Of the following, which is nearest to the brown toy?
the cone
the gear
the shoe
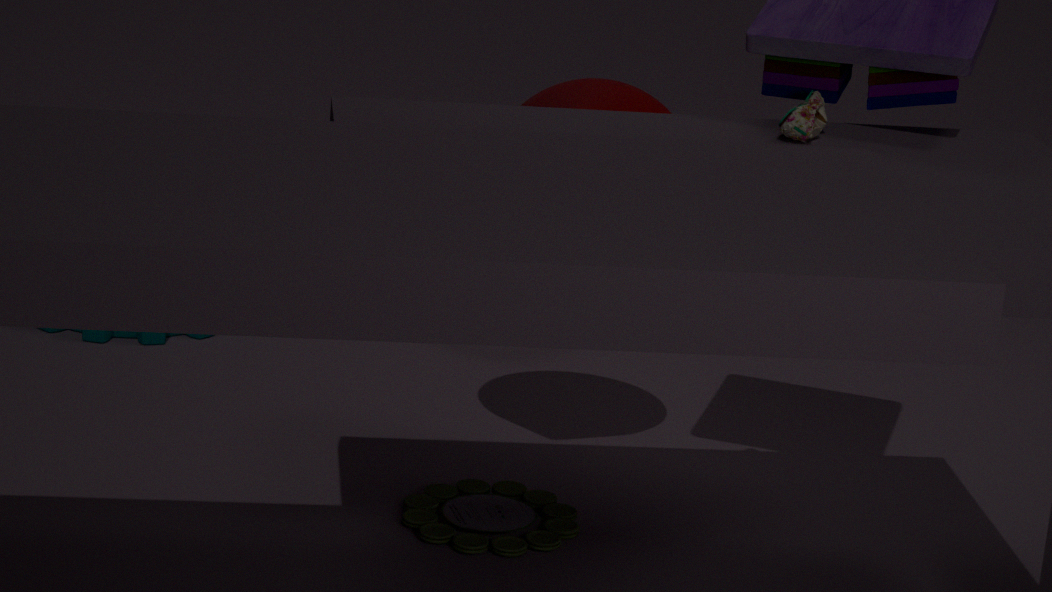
the cone
